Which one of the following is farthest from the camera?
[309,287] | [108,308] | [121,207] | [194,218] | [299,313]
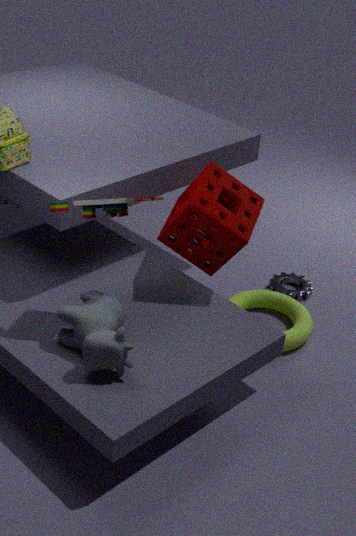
[309,287]
